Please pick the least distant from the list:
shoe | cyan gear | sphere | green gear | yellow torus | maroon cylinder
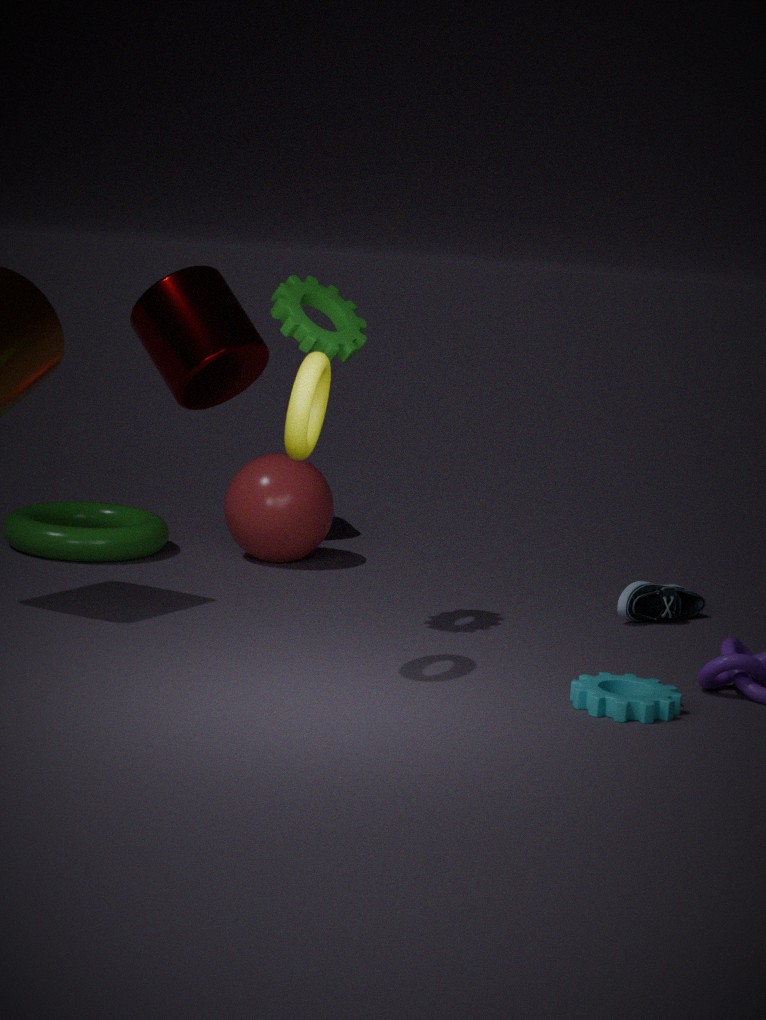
yellow torus
